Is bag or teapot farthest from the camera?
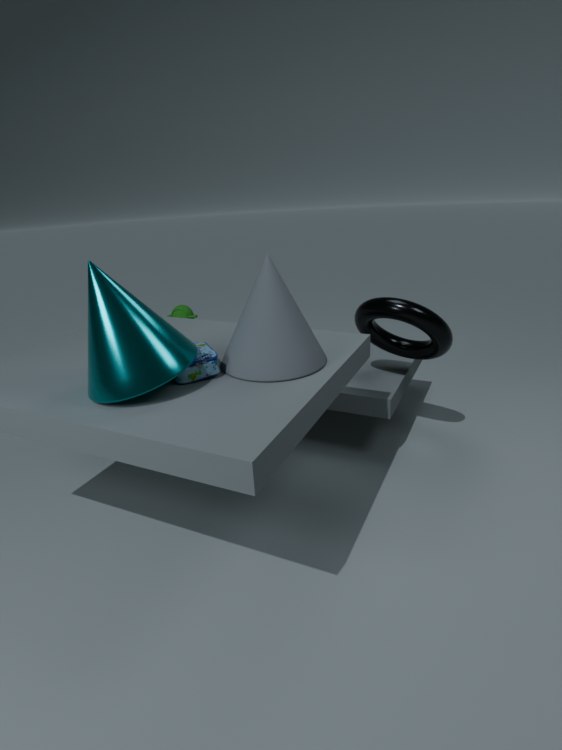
teapot
